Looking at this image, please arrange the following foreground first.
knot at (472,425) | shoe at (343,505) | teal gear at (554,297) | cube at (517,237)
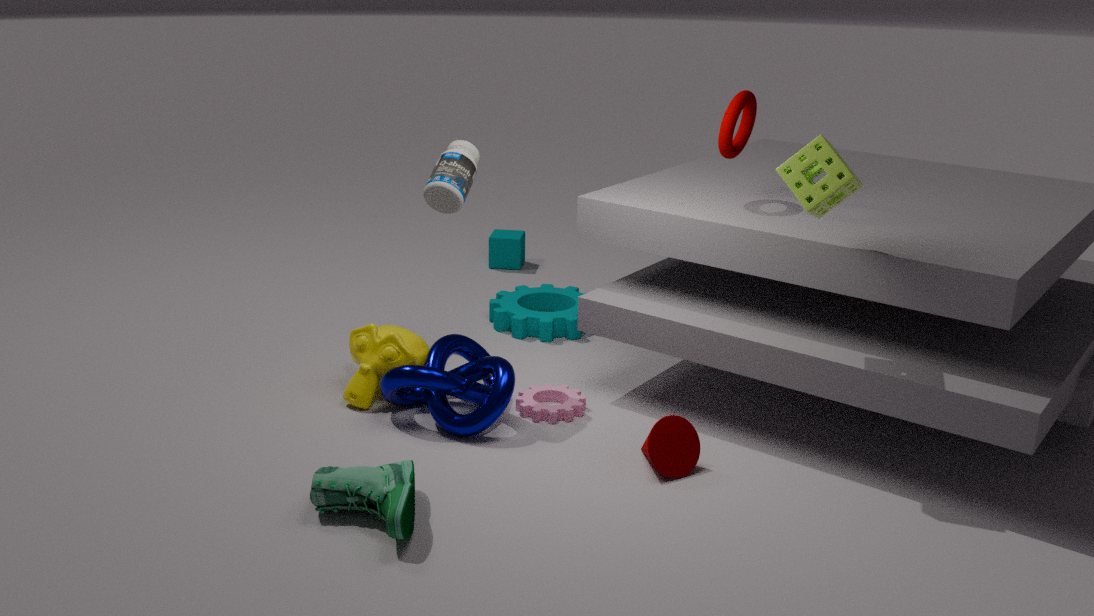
shoe at (343,505) → knot at (472,425) → teal gear at (554,297) → cube at (517,237)
